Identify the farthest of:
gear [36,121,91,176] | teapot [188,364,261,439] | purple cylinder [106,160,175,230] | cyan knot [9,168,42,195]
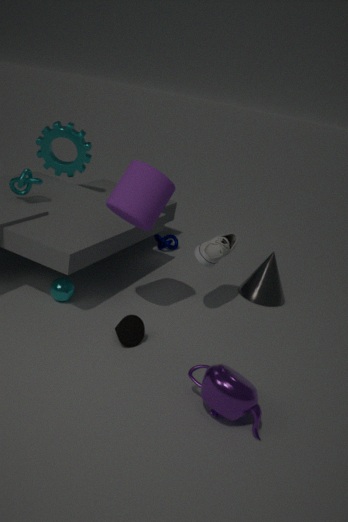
gear [36,121,91,176]
